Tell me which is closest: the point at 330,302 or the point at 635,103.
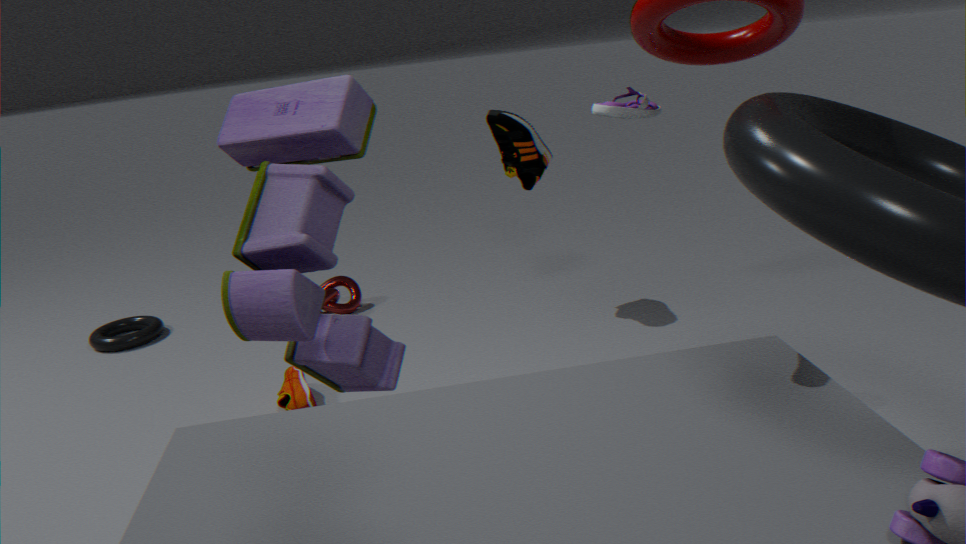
the point at 635,103
